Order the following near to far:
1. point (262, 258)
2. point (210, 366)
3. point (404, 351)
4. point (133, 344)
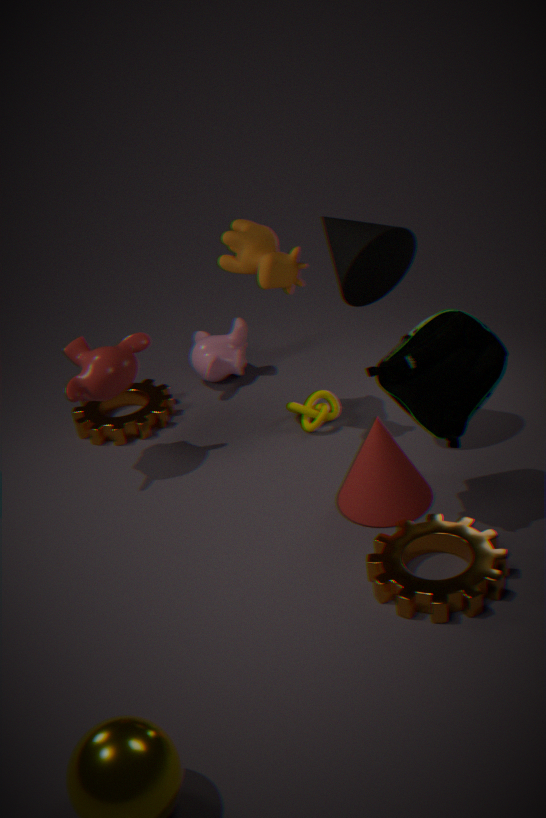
point (404, 351) → point (262, 258) → point (133, 344) → point (210, 366)
